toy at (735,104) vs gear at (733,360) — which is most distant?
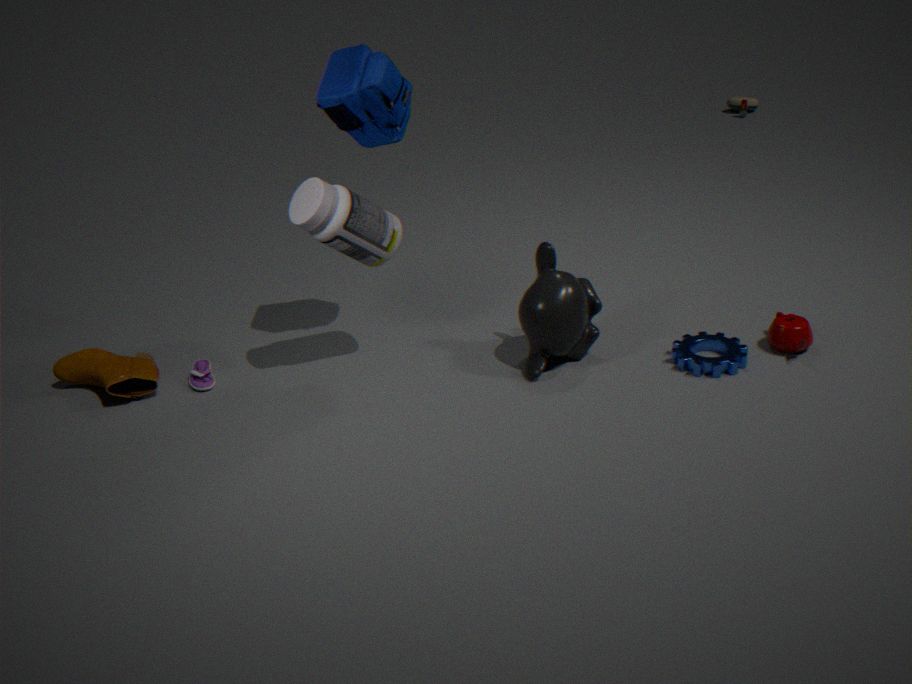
toy at (735,104)
